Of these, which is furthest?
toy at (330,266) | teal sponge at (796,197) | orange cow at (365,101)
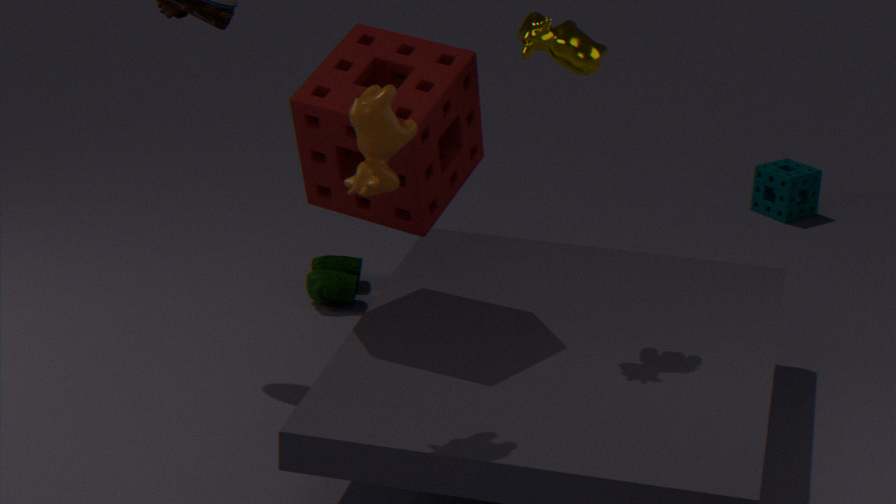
teal sponge at (796,197)
